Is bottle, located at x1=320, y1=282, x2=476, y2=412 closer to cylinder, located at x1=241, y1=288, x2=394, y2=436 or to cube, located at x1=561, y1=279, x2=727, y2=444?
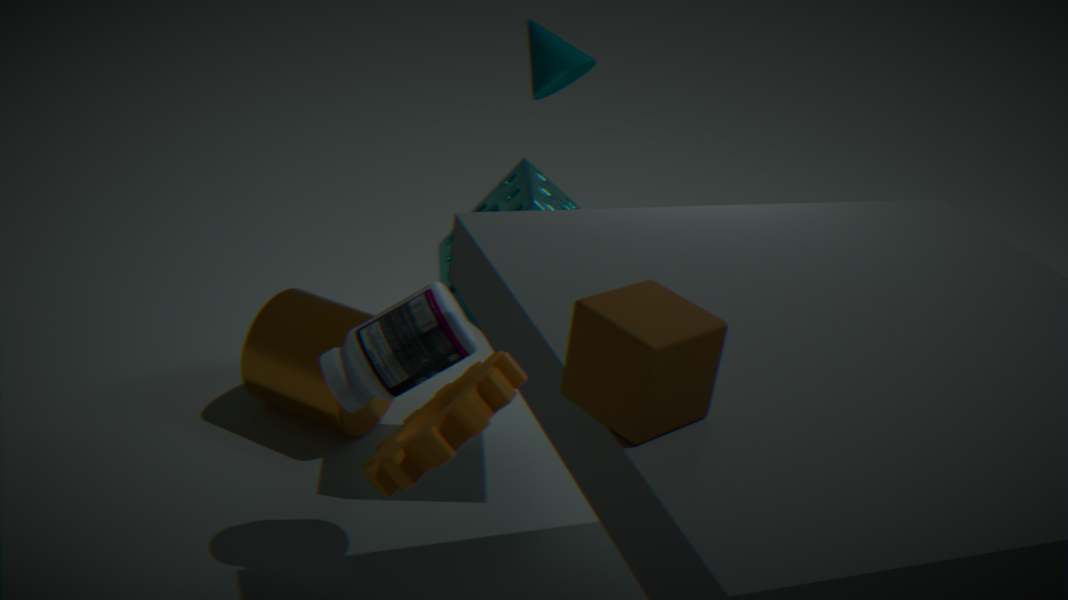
cylinder, located at x1=241, y1=288, x2=394, y2=436
